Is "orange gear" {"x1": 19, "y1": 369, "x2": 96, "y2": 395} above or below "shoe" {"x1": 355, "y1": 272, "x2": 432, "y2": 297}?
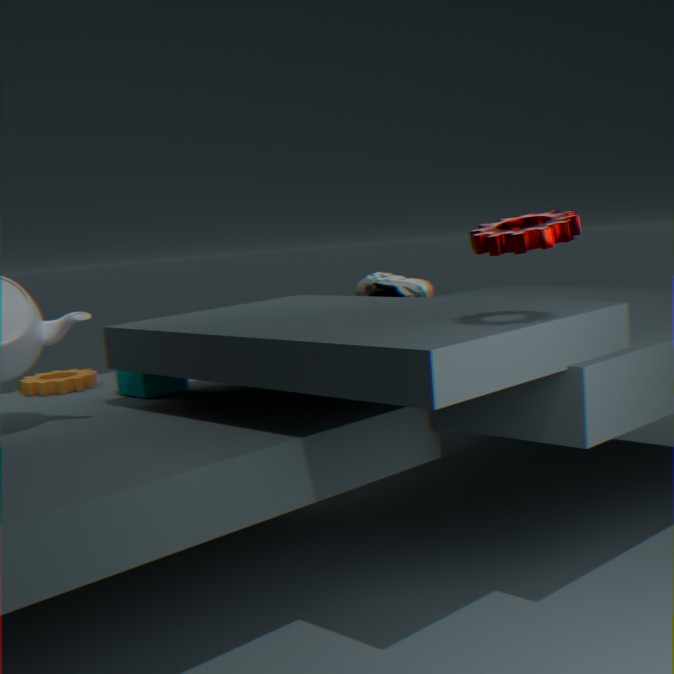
below
